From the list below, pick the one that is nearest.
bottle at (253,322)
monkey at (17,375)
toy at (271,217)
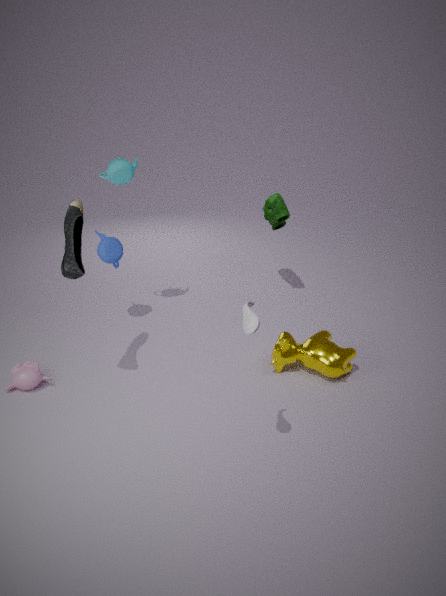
bottle at (253,322)
